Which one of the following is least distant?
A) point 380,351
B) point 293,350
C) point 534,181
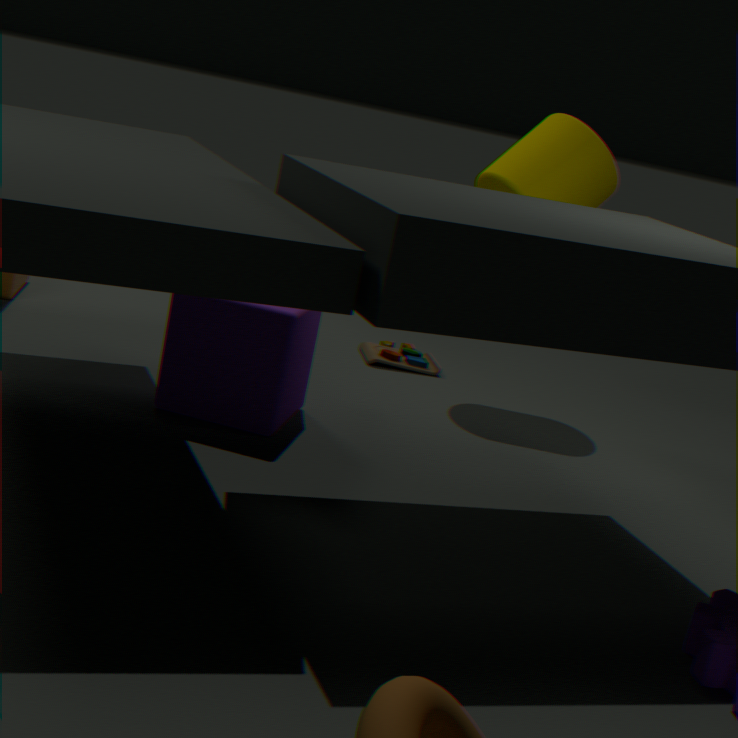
point 293,350
